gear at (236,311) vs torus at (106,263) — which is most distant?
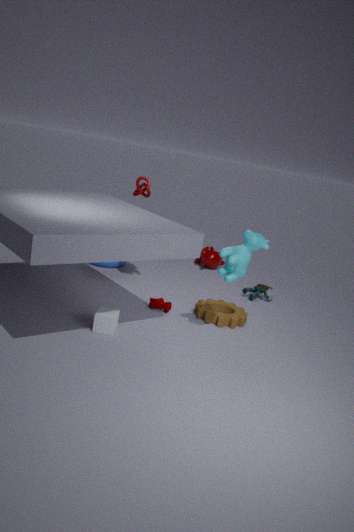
torus at (106,263)
